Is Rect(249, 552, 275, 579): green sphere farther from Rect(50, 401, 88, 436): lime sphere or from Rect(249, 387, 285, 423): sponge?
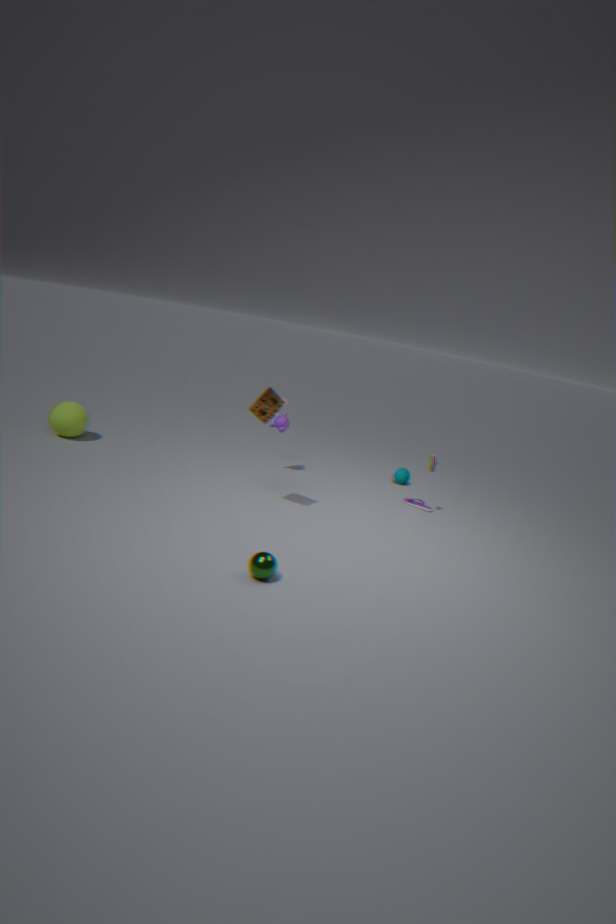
Rect(50, 401, 88, 436): lime sphere
